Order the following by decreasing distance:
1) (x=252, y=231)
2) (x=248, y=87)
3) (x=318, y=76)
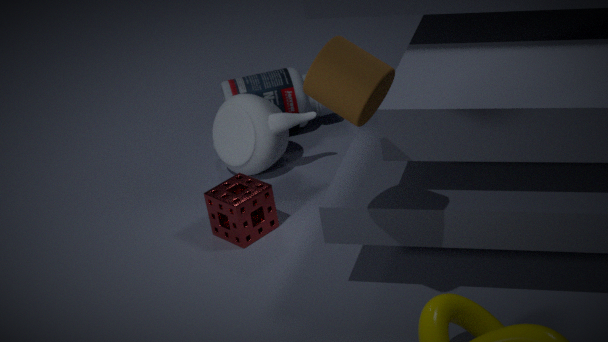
2. (x=248, y=87) → 1. (x=252, y=231) → 3. (x=318, y=76)
